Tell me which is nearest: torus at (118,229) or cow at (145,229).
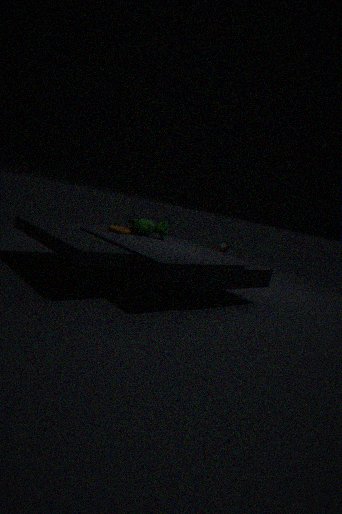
torus at (118,229)
